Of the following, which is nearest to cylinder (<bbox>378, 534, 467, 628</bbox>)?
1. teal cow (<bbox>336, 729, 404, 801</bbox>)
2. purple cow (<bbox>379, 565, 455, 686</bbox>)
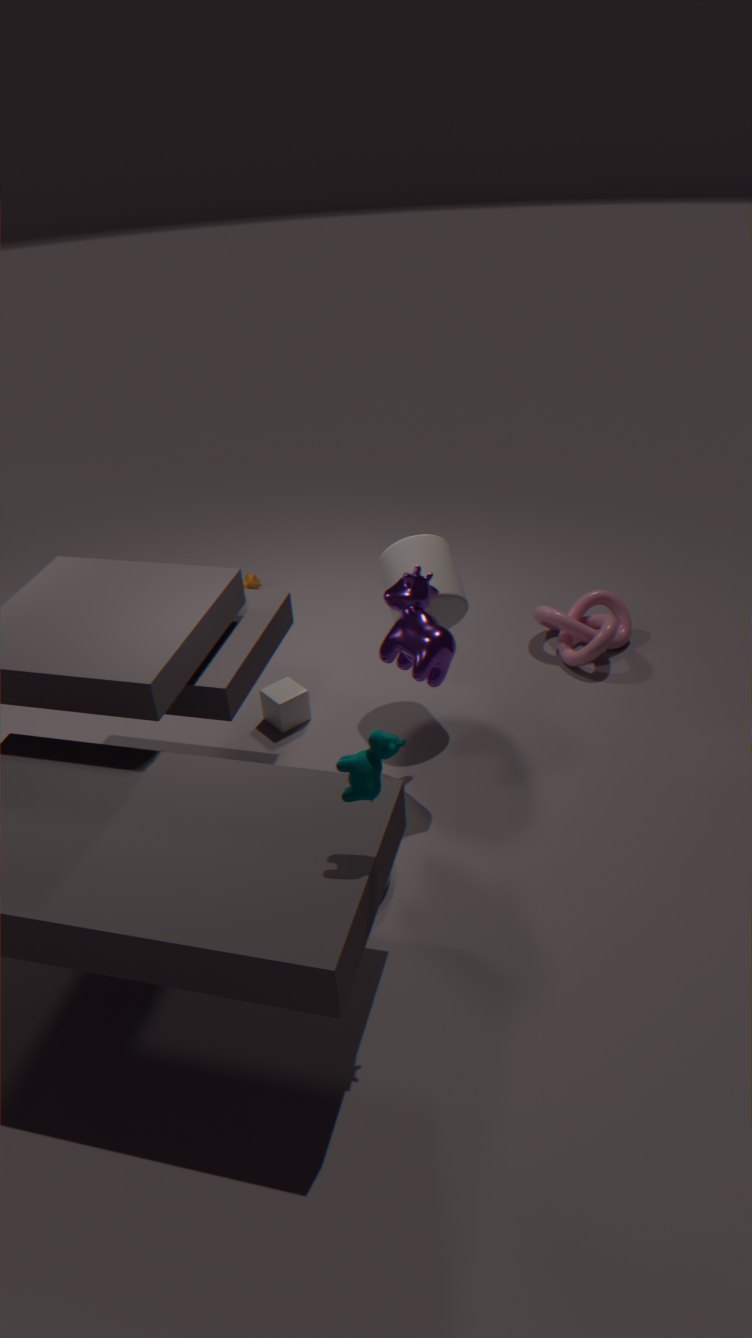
purple cow (<bbox>379, 565, 455, 686</bbox>)
